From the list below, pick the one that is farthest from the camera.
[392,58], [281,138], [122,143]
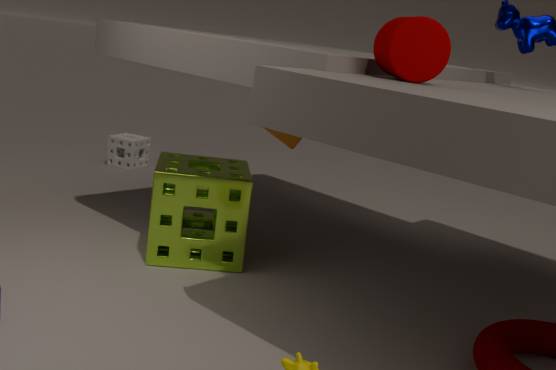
[122,143]
